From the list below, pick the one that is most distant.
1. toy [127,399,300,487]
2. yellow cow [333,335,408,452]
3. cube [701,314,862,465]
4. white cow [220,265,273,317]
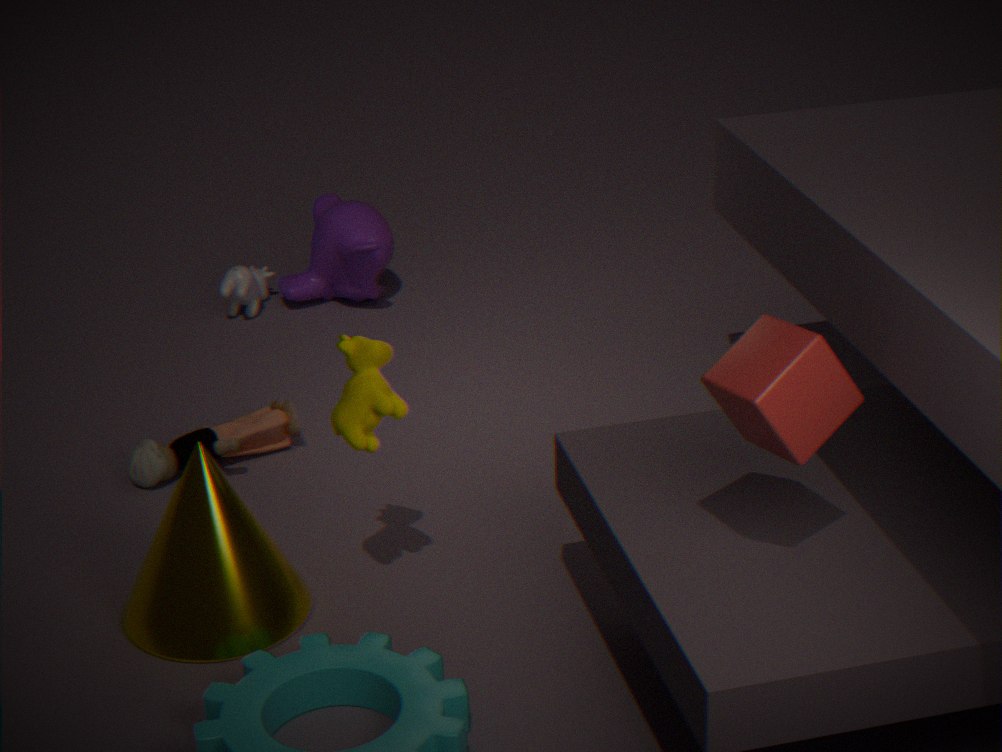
white cow [220,265,273,317]
